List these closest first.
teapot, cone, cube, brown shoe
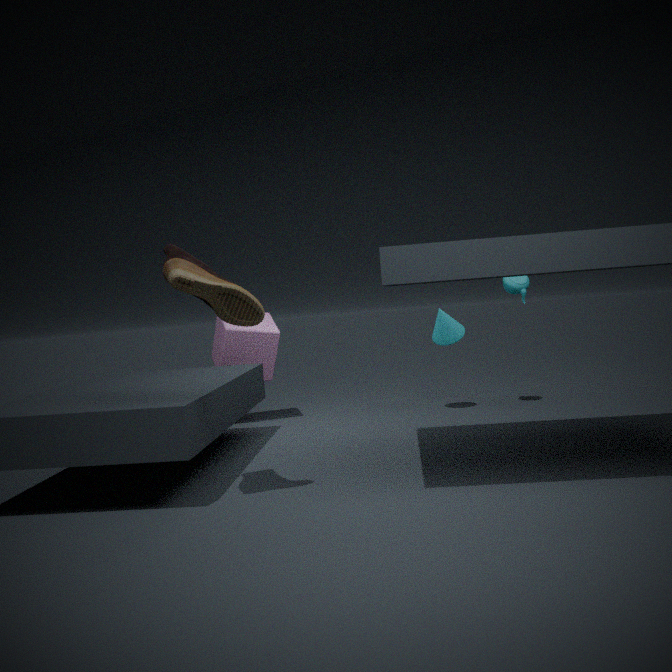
brown shoe → teapot → cone → cube
